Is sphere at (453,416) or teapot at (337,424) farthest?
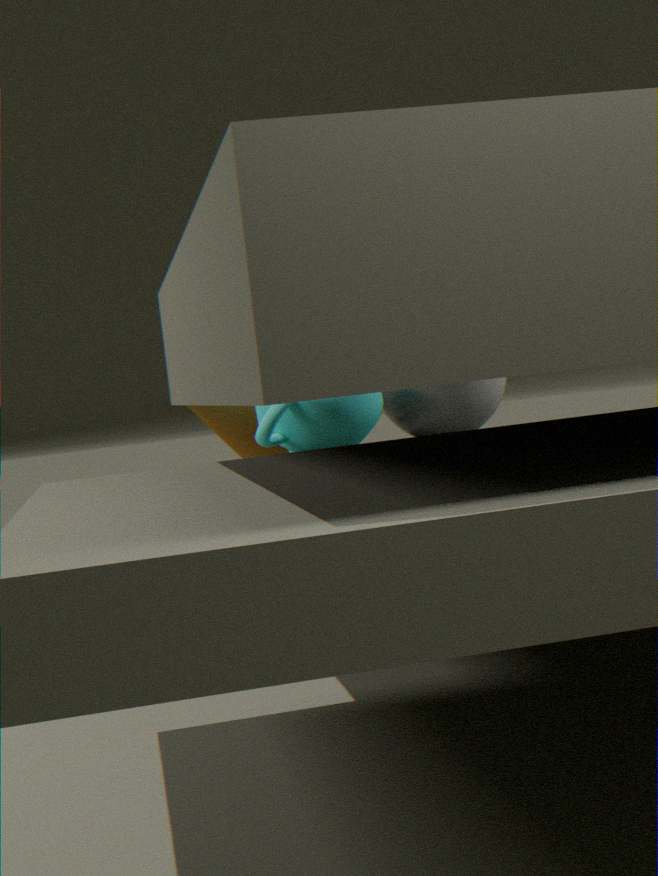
sphere at (453,416)
